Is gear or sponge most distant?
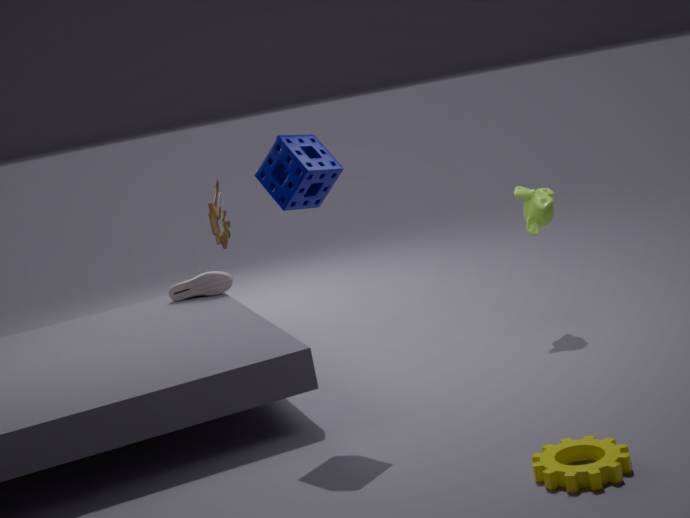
sponge
